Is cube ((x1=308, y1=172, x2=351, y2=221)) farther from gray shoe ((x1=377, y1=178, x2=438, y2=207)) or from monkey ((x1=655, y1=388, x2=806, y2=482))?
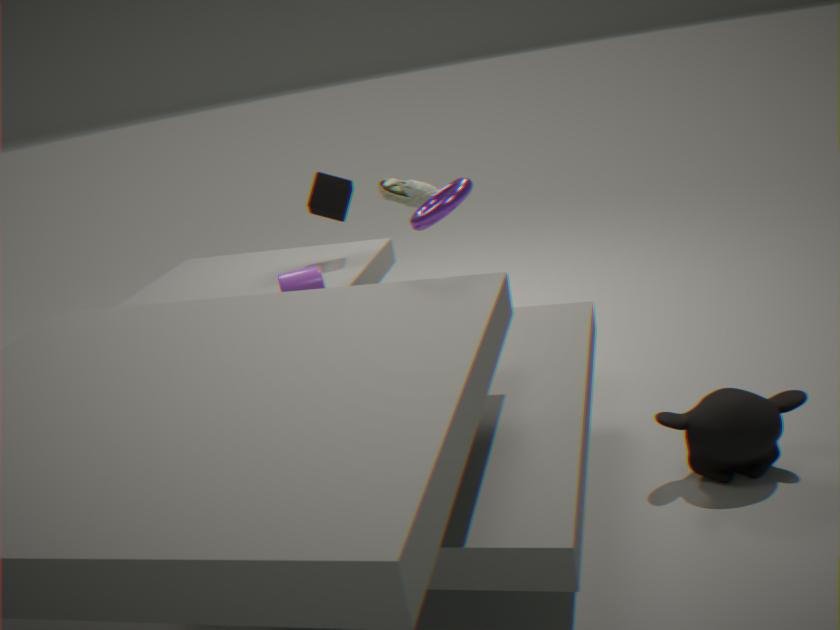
monkey ((x1=655, y1=388, x2=806, y2=482))
